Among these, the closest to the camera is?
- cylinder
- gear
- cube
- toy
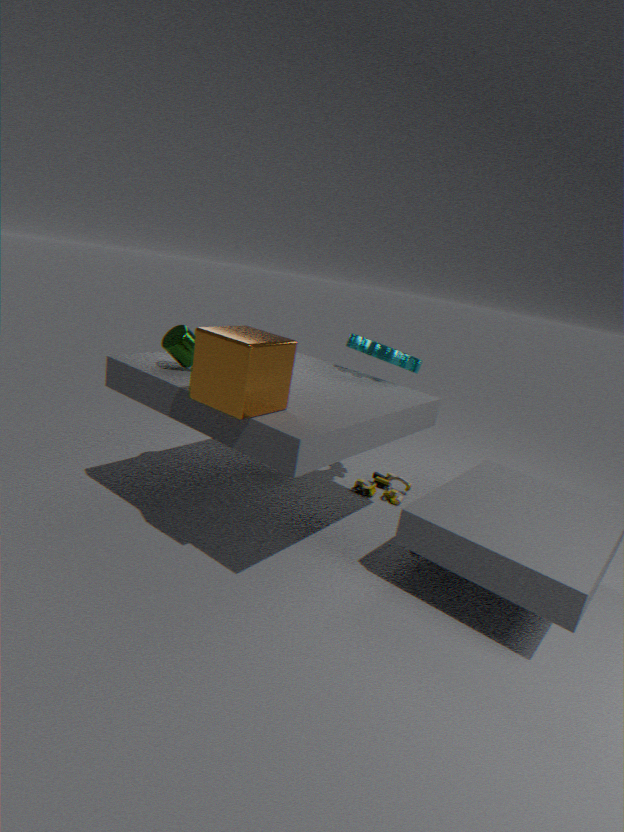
cube
